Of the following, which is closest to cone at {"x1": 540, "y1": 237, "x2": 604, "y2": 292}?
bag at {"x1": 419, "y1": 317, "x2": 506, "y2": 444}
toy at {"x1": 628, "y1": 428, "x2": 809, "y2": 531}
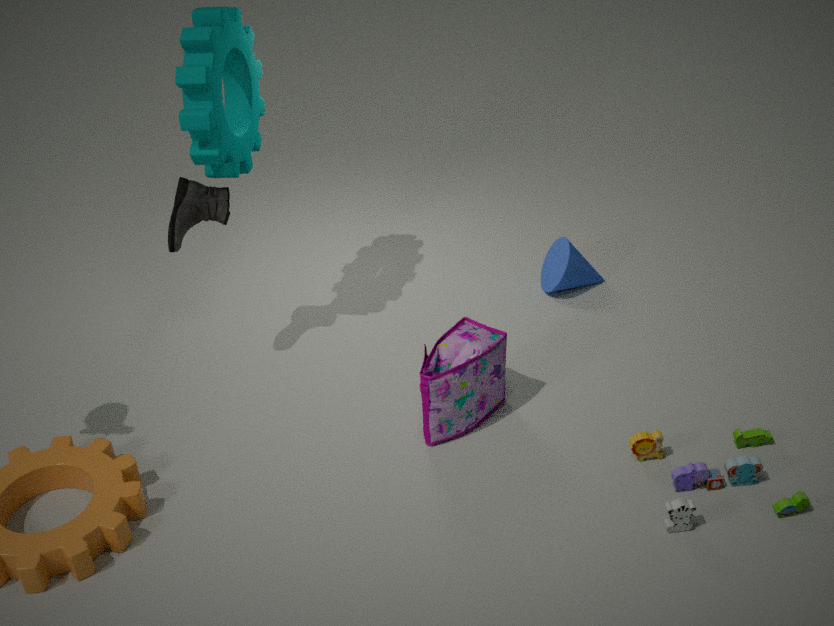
bag at {"x1": 419, "y1": 317, "x2": 506, "y2": 444}
